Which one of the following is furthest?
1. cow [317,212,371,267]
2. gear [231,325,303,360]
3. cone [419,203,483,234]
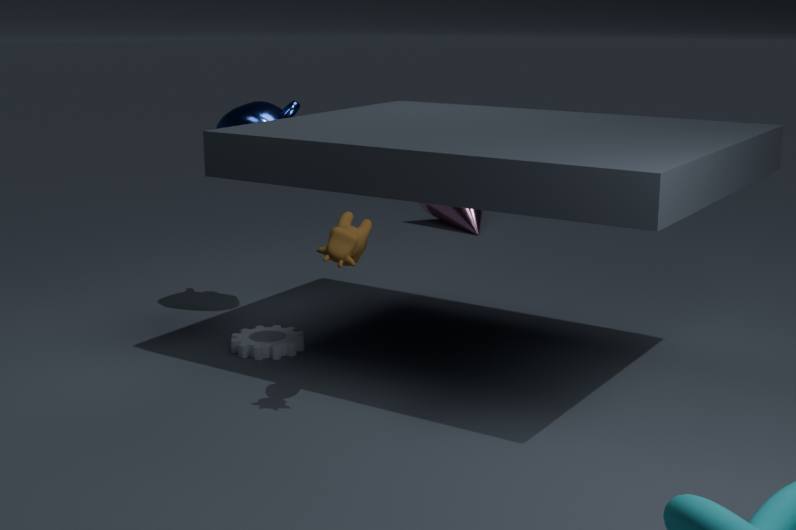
cone [419,203,483,234]
